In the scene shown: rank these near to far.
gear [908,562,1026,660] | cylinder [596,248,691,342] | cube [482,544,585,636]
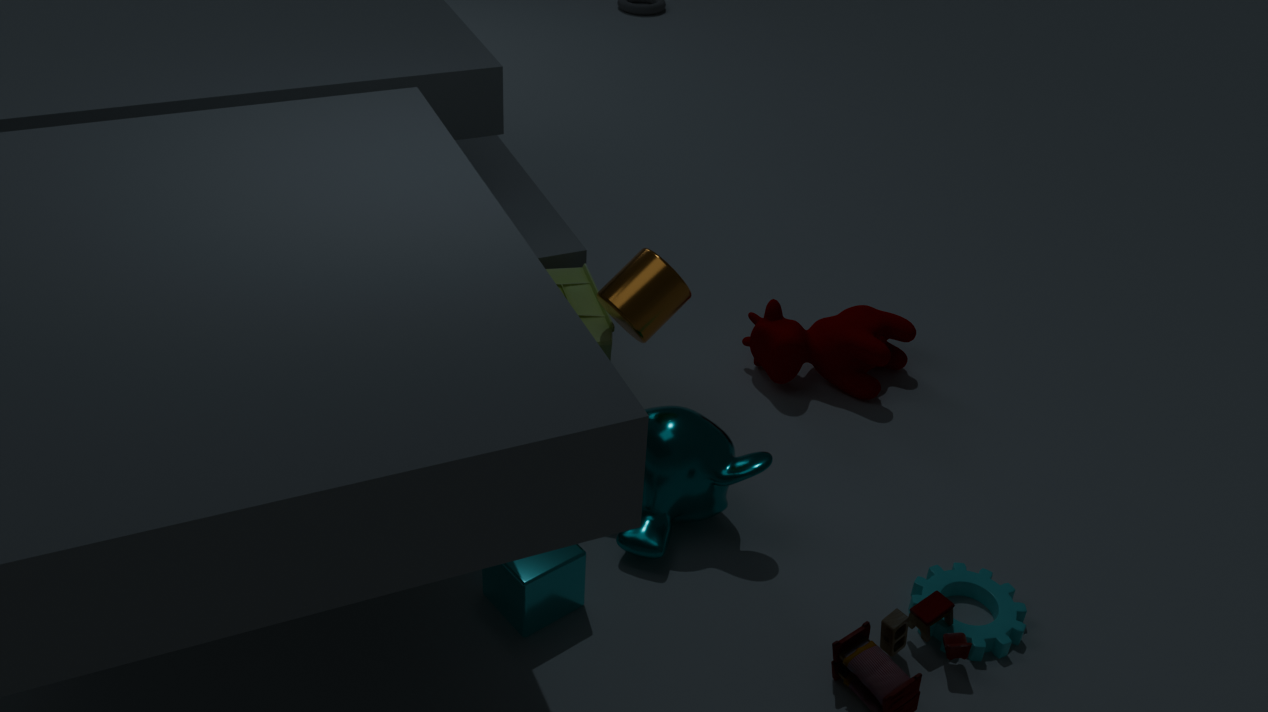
cube [482,544,585,636] < gear [908,562,1026,660] < cylinder [596,248,691,342]
